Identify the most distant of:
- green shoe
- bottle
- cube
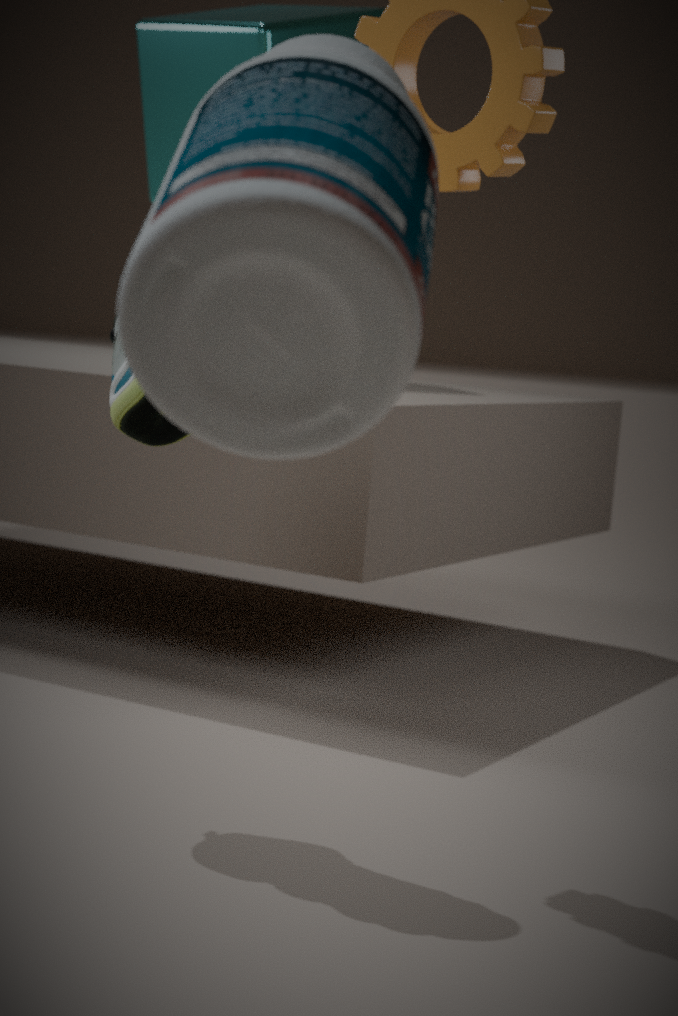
cube
